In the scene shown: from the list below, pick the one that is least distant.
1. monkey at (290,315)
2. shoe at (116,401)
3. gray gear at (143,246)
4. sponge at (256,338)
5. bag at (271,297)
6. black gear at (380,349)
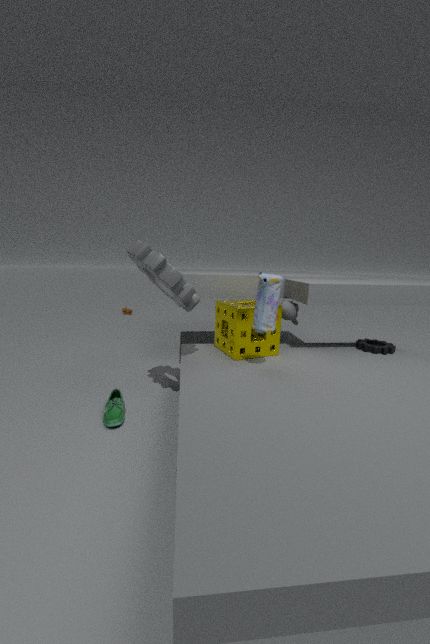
gray gear at (143,246)
